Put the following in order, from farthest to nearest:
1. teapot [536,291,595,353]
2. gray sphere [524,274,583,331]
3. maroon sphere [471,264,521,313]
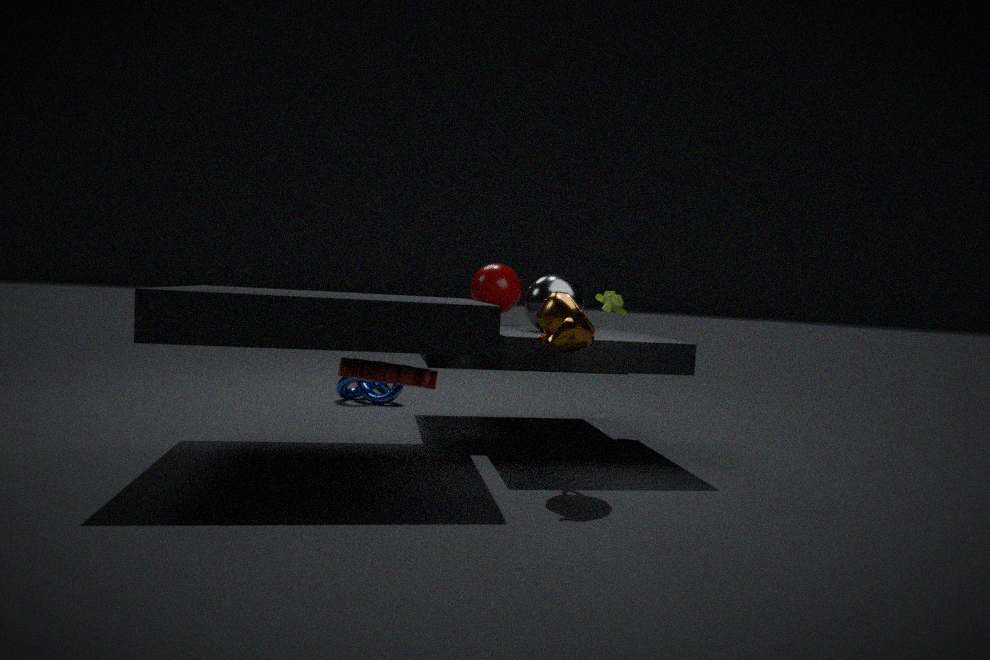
1. maroon sphere [471,264,521,313]
2. gray sphere [524,274,583,331]
3. teapot [536,291,595,353]
